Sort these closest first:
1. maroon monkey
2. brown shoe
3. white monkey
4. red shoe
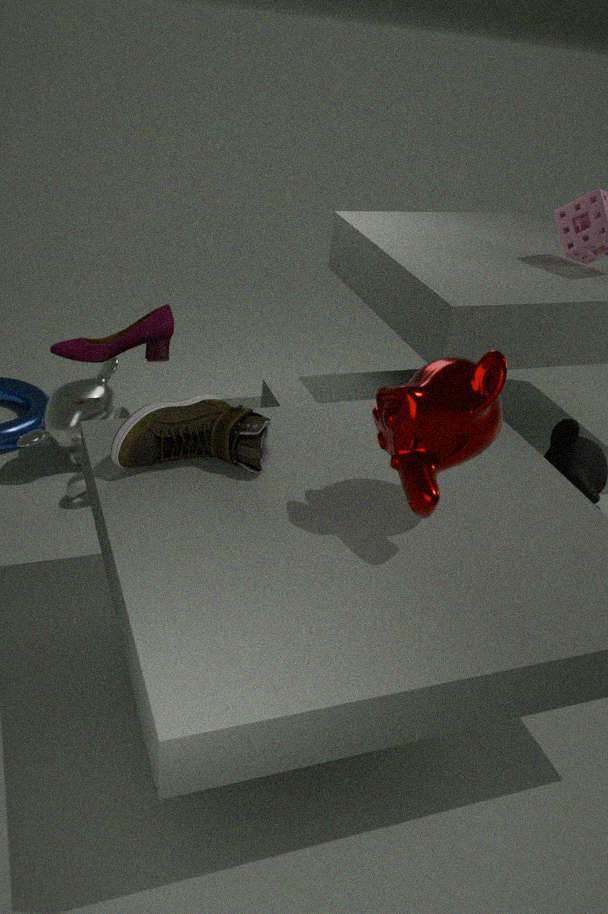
maroon monkey, brown shoe, red shoe, white monkey
